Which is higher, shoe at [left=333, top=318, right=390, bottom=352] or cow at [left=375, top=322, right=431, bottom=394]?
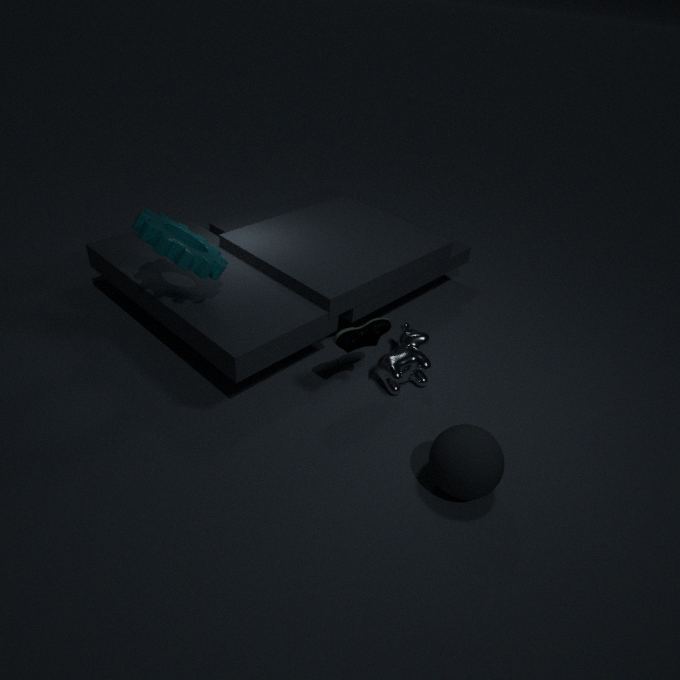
shoe at [left=333, top=318, right=390, bottom=352]
